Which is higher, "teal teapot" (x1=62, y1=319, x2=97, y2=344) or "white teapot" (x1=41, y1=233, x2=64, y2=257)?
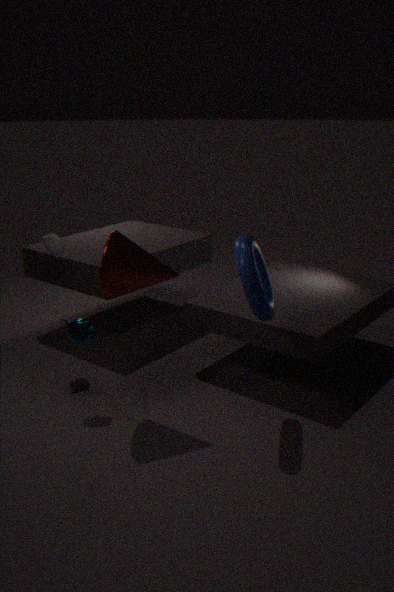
"white teapot" (x1=41, y1=233, x2=64, y2=257)
